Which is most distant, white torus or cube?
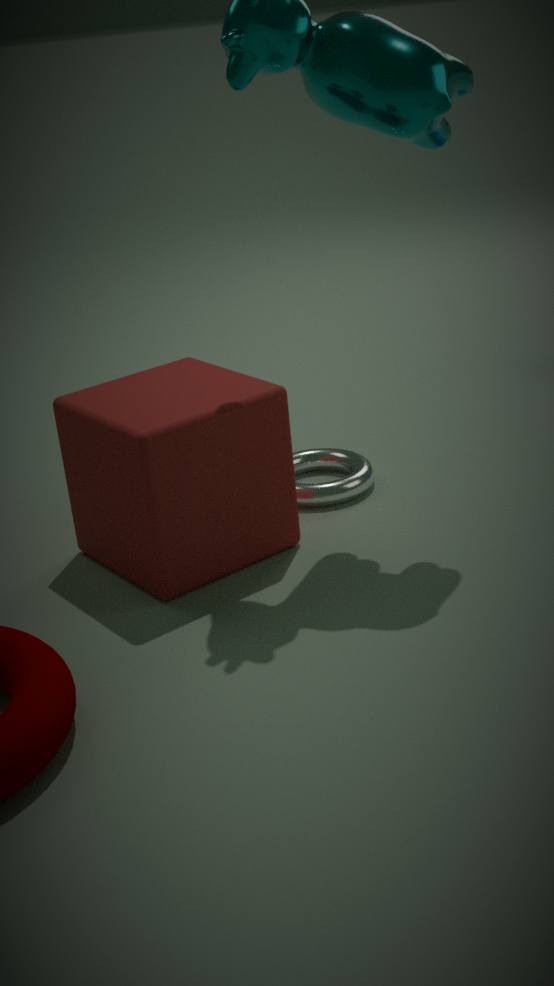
white torus
